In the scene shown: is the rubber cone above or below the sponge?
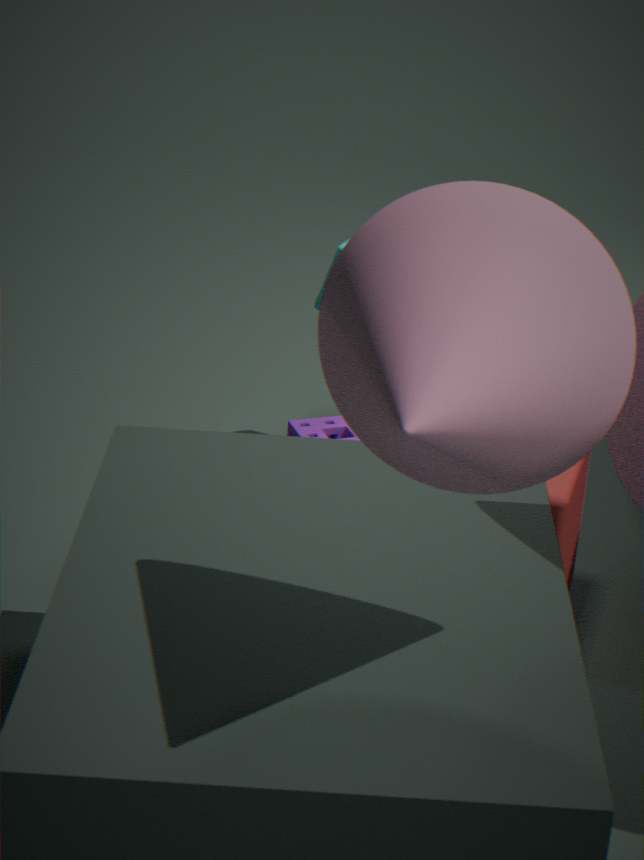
above
